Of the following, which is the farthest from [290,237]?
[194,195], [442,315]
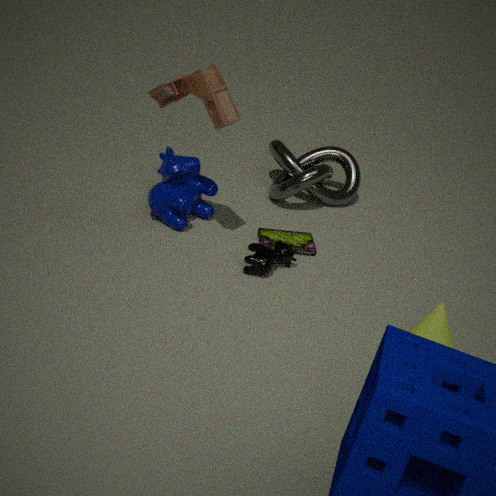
[442,315]
